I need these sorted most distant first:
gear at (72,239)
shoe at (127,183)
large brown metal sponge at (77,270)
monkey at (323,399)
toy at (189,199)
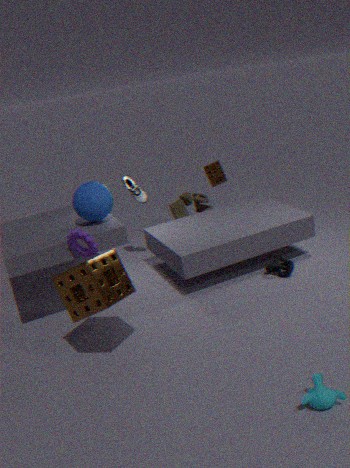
toy at (189,199)
shoe at (127,183)
gear at (72,239)
large brown metal sponge at (77,270)
monkey at (323,399)
